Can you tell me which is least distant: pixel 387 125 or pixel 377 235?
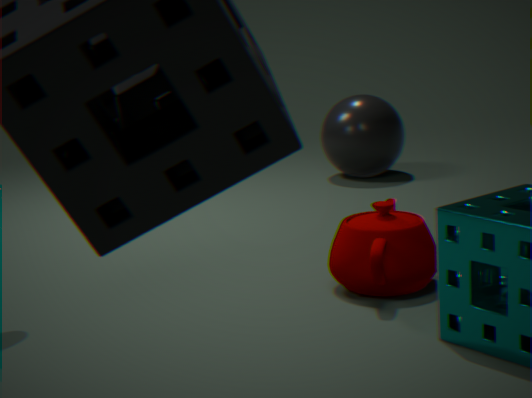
pixel 377 235
